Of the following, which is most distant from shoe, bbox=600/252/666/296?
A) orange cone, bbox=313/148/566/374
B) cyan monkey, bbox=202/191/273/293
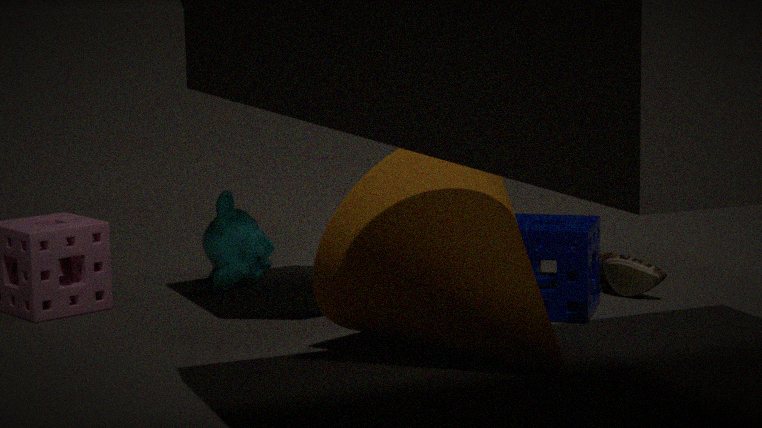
cyan monkey, bbox=202/191/273/293
